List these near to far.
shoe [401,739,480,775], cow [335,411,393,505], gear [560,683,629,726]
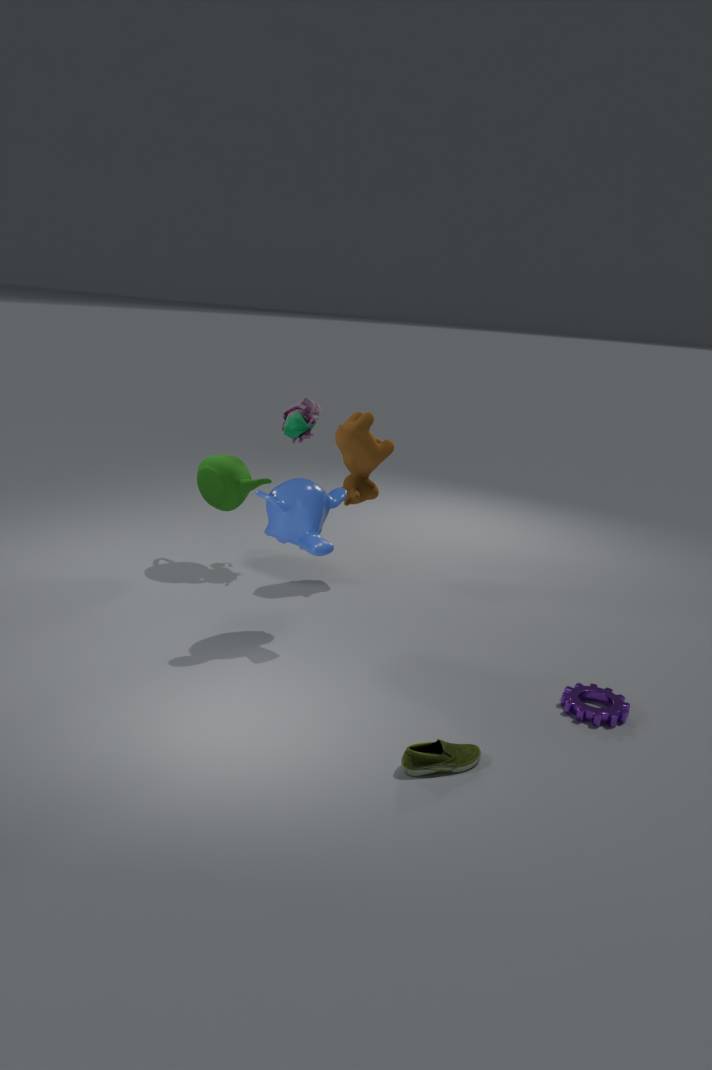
shoe [401,739,480,775] → gear [560,683,629,726] → cow [335,411,393,505]
